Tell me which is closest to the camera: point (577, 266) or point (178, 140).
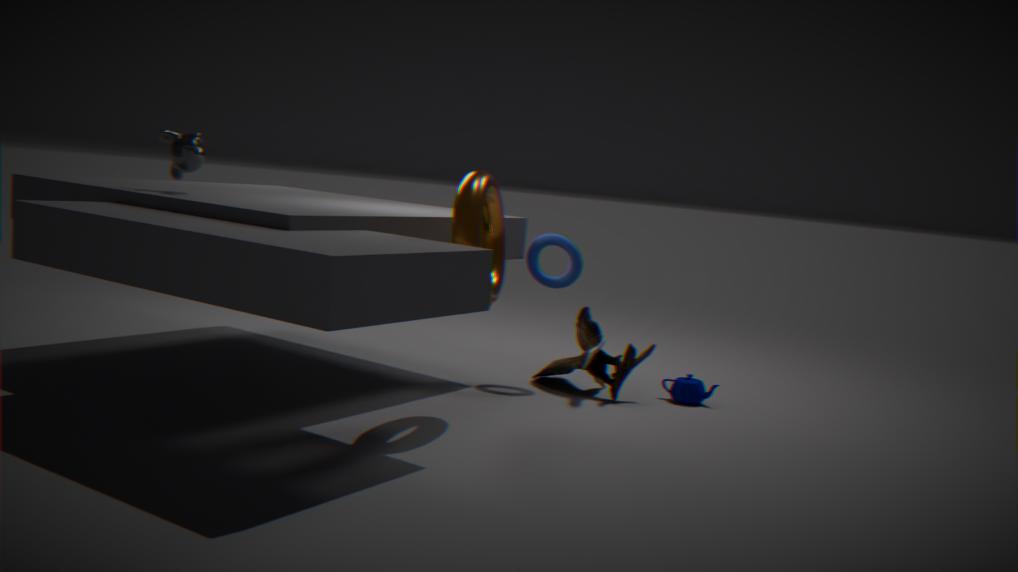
point (178, 140)
